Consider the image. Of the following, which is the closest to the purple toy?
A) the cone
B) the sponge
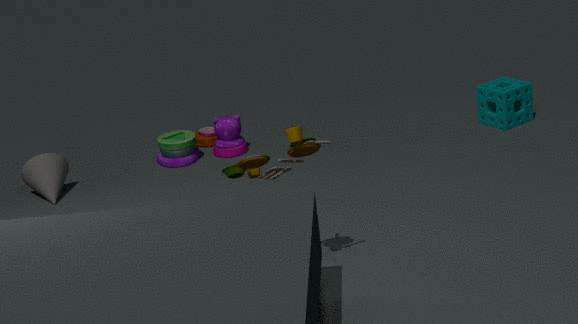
the cone
